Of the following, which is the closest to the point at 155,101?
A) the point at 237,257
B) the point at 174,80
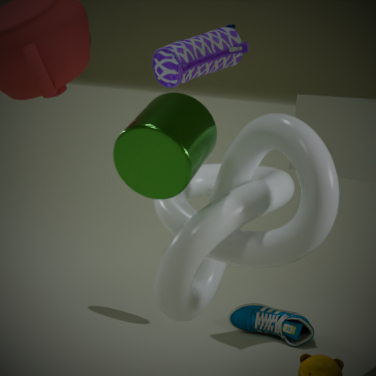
the point at 237,257
